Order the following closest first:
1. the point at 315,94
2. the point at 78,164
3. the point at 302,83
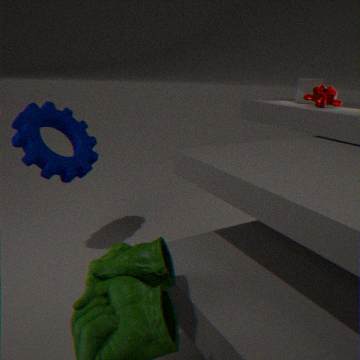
the point at 78,164
the point at 315,94
the point at 302,83
